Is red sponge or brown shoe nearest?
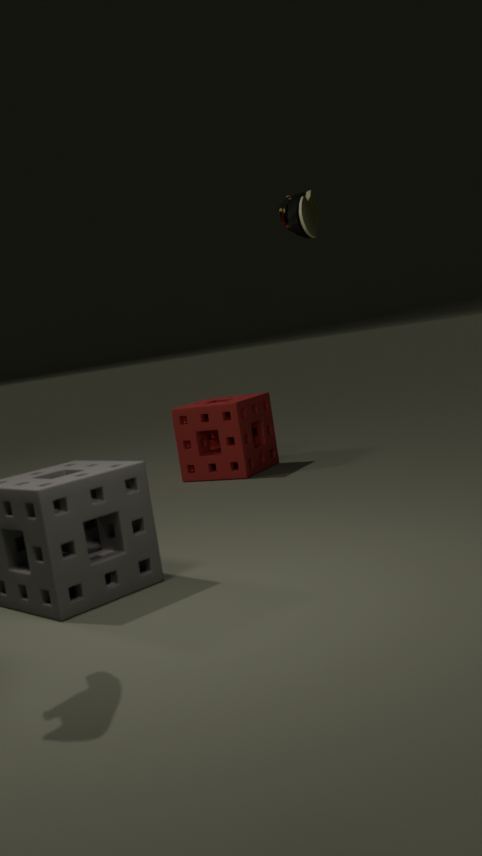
brown shoe
